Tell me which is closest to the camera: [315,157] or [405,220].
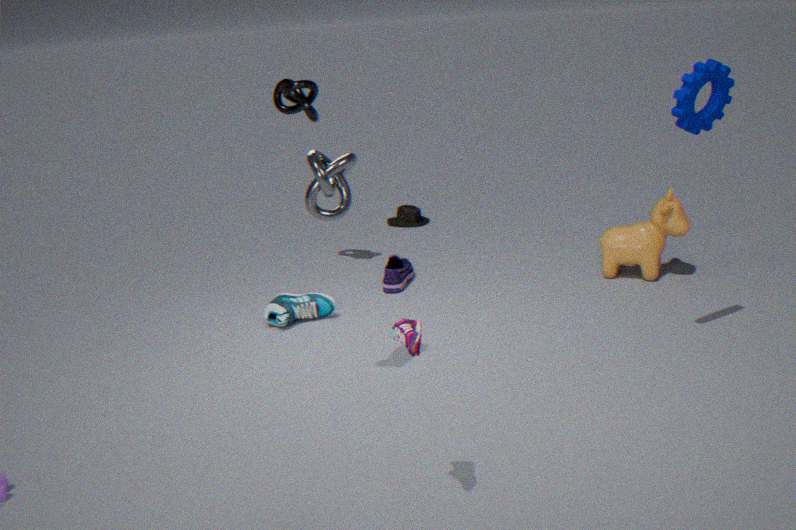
[315,157]
